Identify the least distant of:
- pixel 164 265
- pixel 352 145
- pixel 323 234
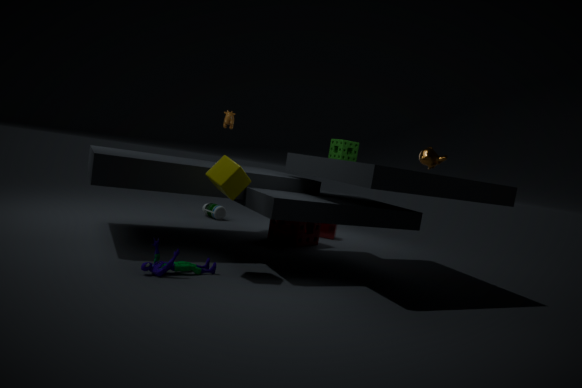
pixel 164 265
